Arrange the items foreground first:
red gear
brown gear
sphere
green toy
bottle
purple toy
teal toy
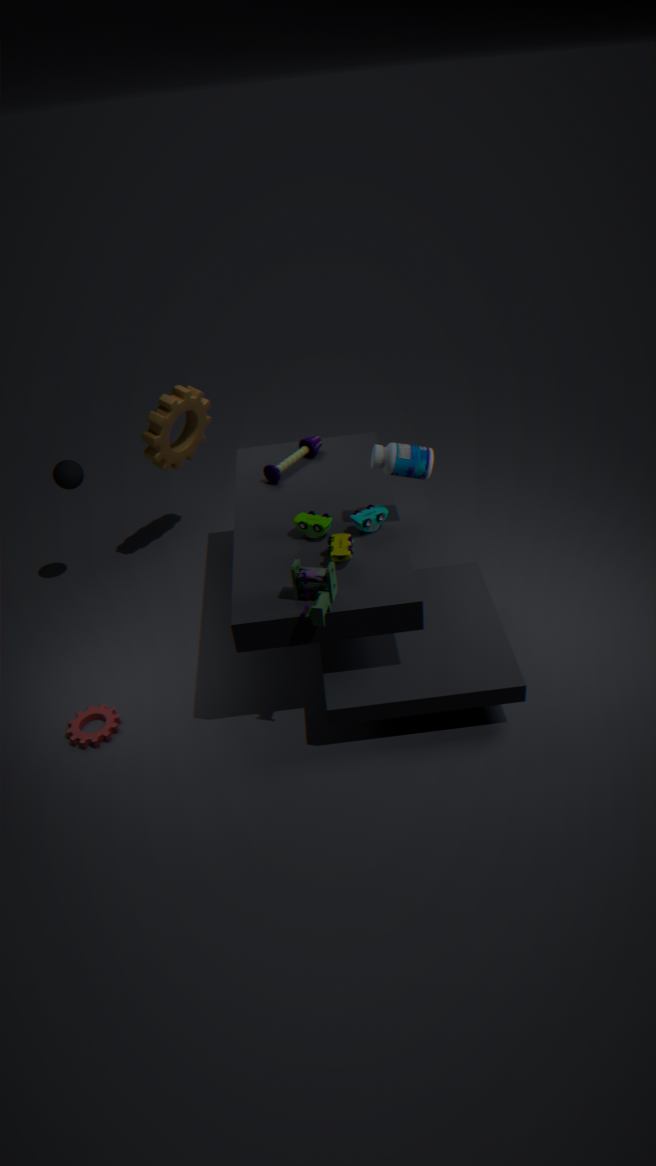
teal toy < green toy < bottle < red gear < purple toy < sphere < brown gear
